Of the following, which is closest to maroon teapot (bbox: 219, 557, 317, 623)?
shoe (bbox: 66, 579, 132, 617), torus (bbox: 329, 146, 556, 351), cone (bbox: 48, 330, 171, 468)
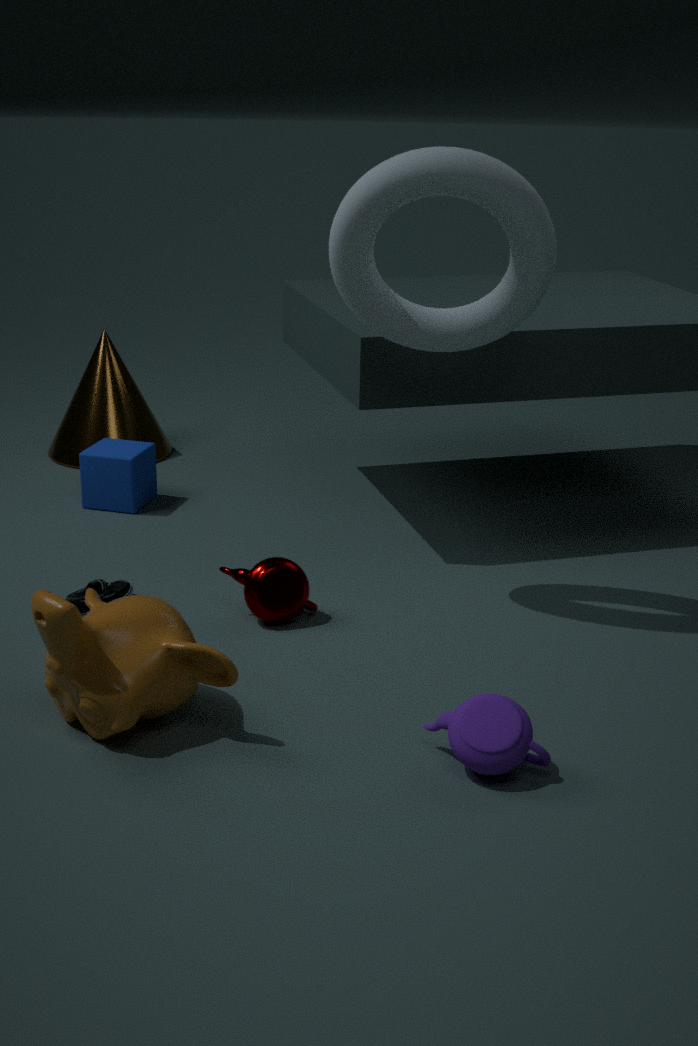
shoe (bbox: 66, 579, 132, 617)
